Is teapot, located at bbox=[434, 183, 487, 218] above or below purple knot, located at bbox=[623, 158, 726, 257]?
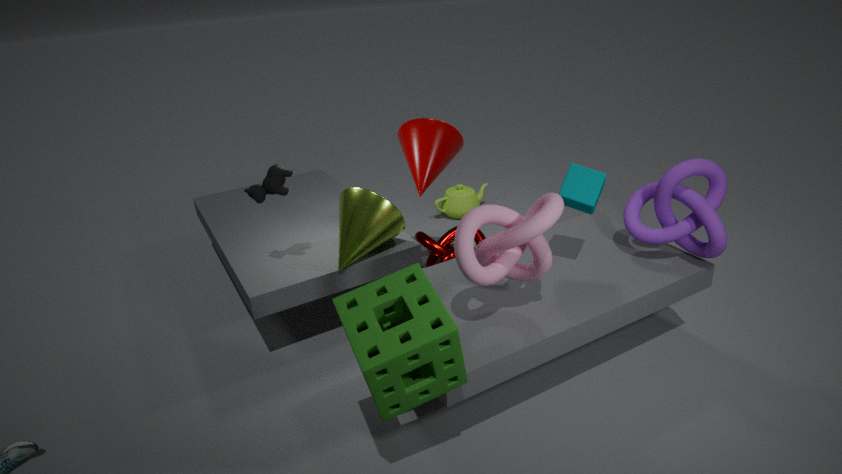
below
